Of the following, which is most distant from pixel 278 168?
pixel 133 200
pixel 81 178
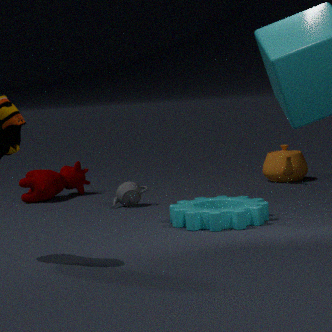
pixel 81 178
